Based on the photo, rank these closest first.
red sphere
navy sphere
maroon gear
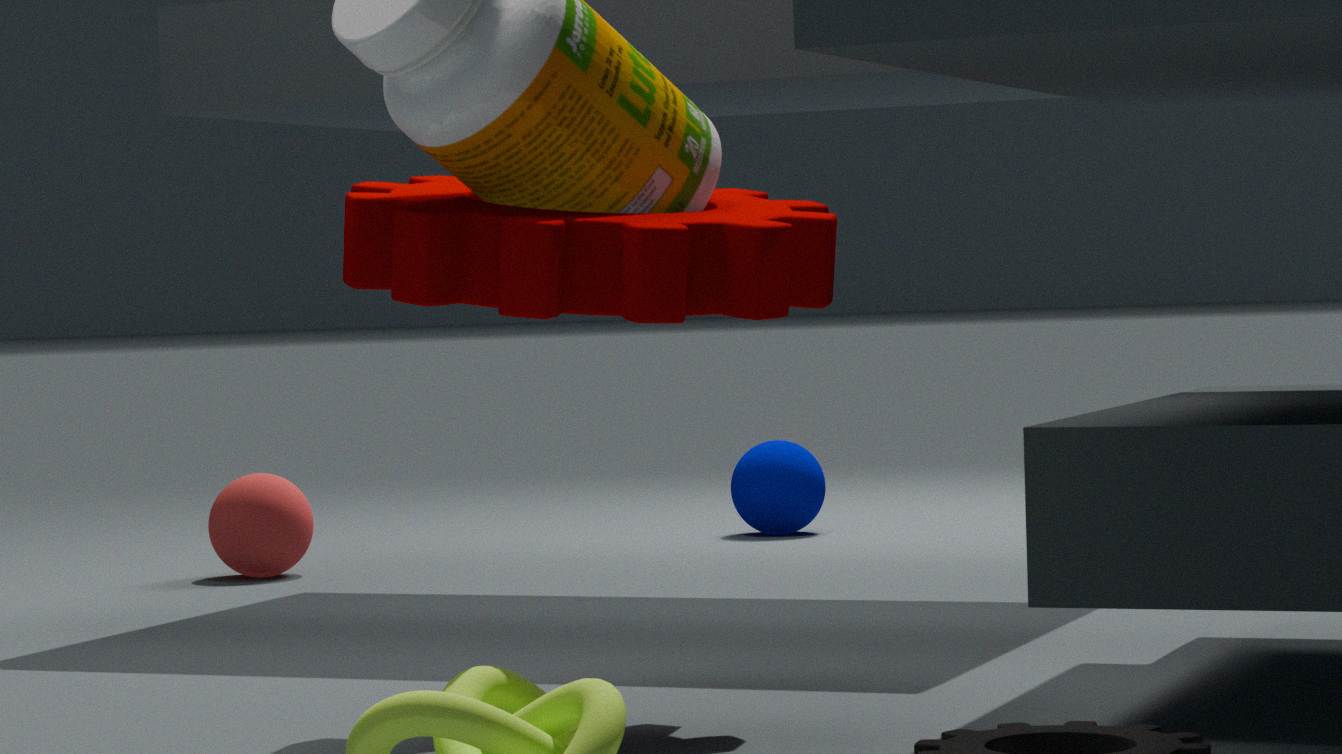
maroon gear, red sphere, navy sphere
